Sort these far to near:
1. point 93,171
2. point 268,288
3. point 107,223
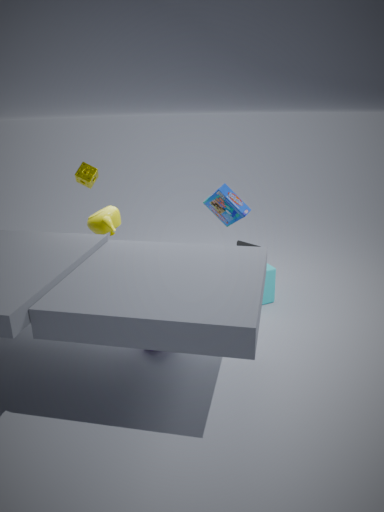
point 93,171 < point 268,288 < point 107,223
